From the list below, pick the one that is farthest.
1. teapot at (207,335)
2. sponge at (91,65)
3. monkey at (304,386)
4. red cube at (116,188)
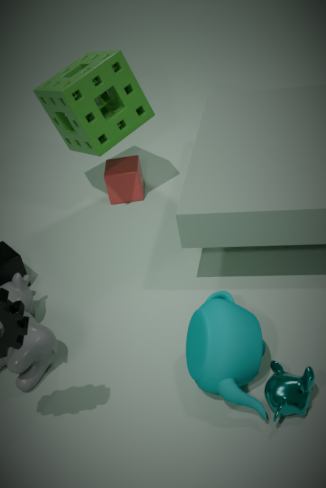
red cube at (116,188)
